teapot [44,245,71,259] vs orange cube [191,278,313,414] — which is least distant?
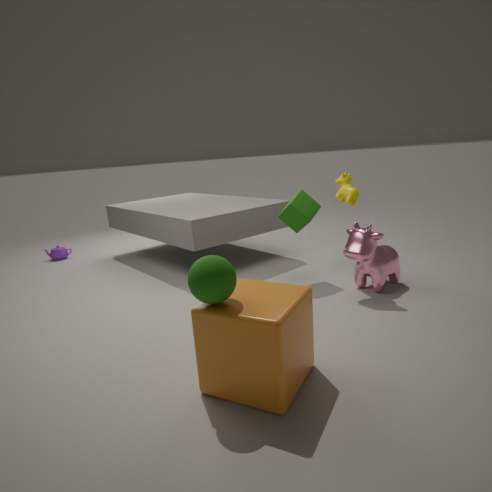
orange cube [191,278,313,414]
